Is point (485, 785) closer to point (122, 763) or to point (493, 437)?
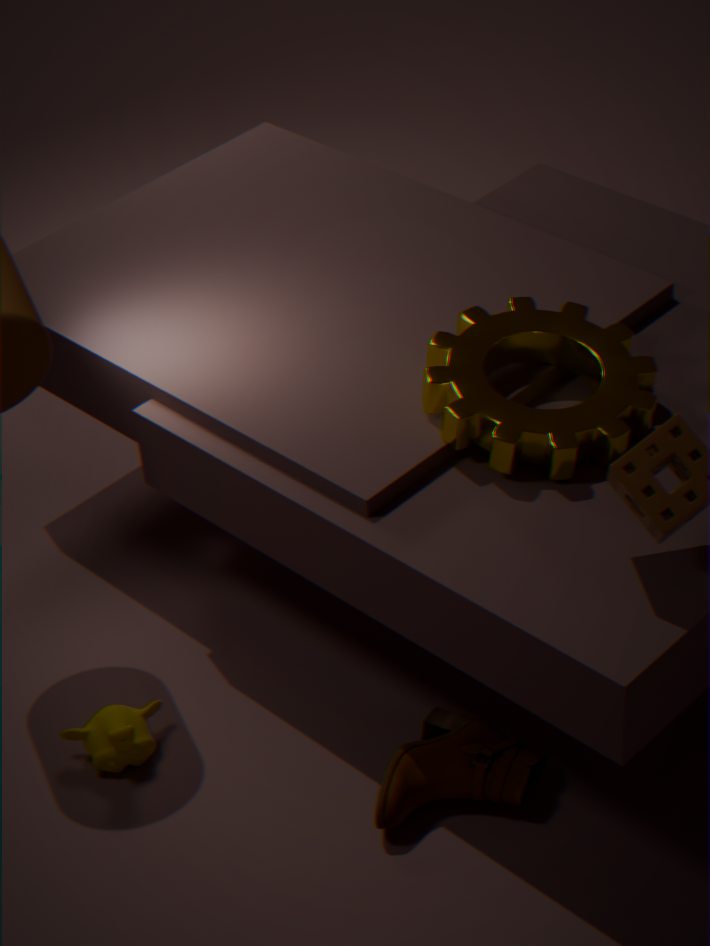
point (122, 763)
